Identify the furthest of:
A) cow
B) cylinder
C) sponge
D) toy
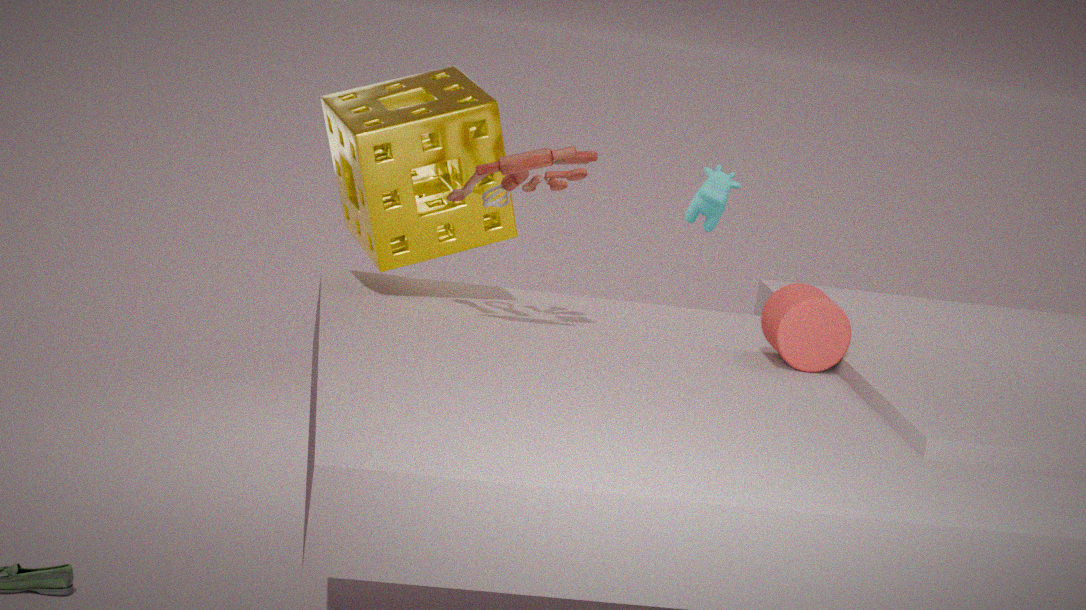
cow
